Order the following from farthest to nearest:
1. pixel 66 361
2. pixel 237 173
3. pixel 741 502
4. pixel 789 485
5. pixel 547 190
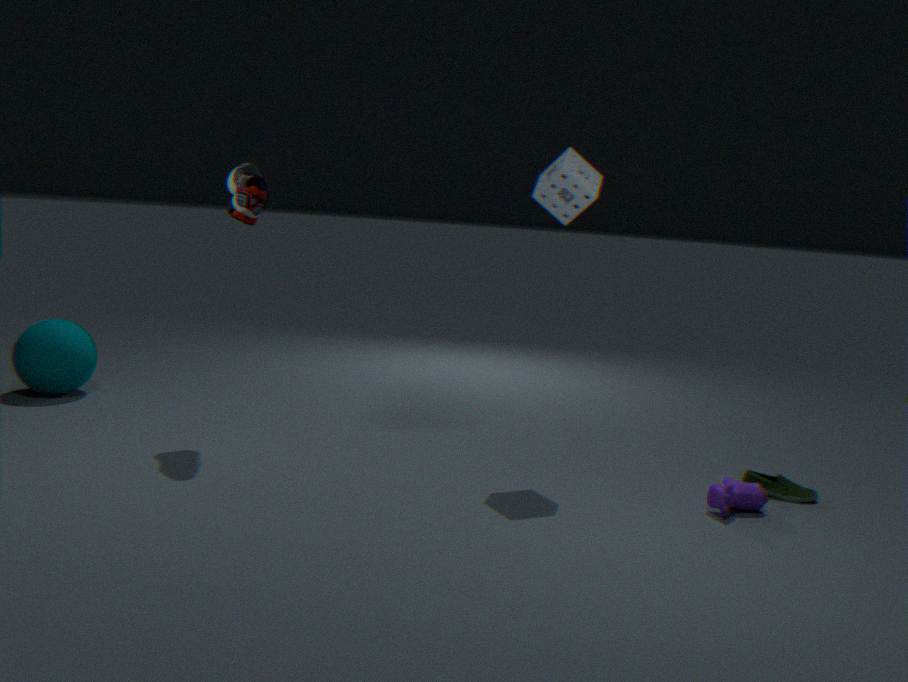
pixel 66 361, pixel 237 173, pixel 547 190, pixel 789 485, pixel 741 502
